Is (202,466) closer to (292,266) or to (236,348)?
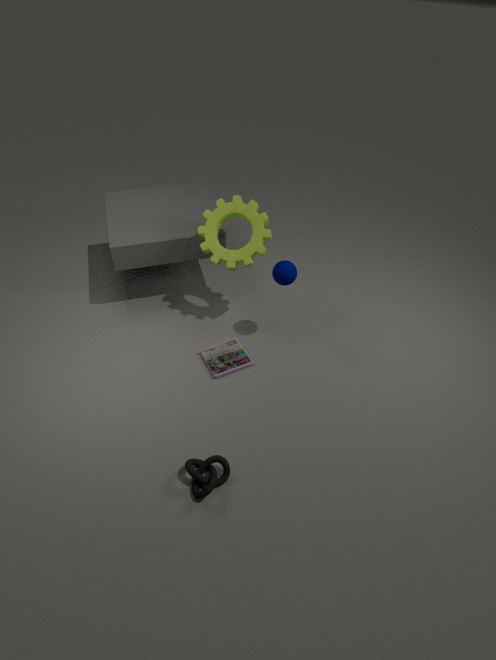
(236,348)
